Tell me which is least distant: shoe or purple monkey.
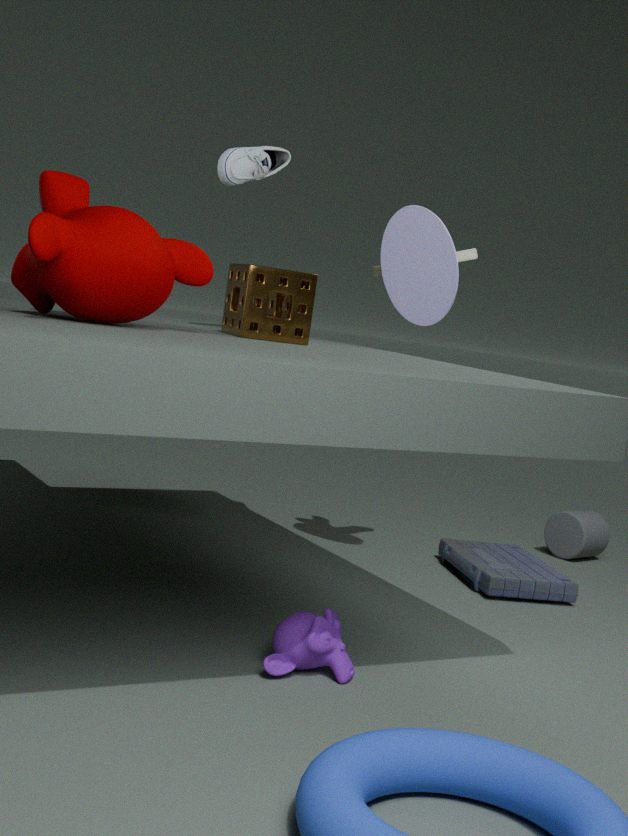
purple monkey
